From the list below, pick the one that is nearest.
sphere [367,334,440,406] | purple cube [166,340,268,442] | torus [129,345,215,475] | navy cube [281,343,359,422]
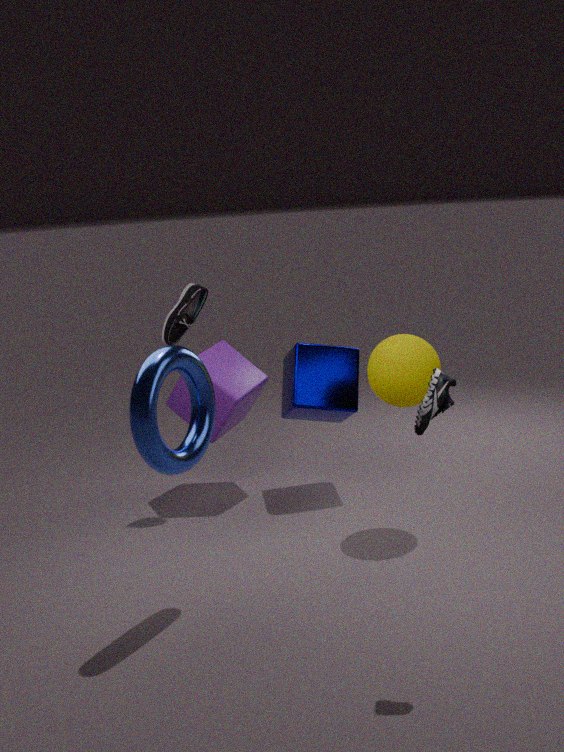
torus [129,345,215,475]
